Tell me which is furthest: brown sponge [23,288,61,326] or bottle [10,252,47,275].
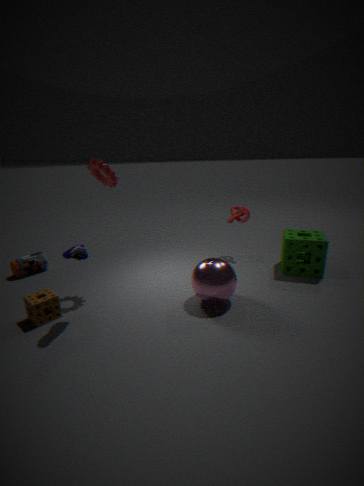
bottle [10,252,47,275]
